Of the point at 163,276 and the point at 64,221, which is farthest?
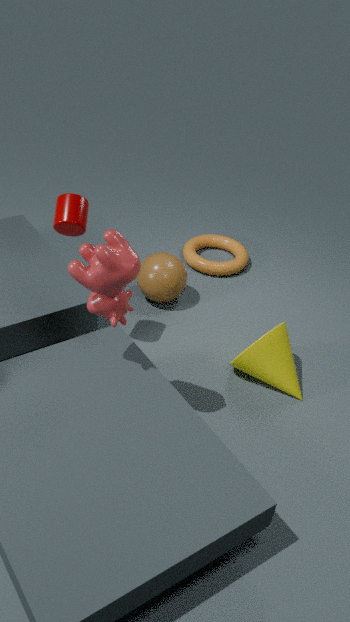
the point at 163,276
